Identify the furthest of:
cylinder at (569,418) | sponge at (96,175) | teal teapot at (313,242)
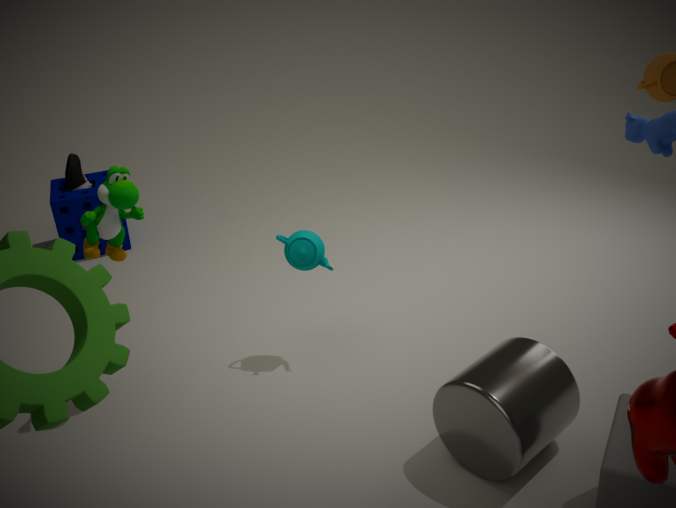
sponge at (96,175)
